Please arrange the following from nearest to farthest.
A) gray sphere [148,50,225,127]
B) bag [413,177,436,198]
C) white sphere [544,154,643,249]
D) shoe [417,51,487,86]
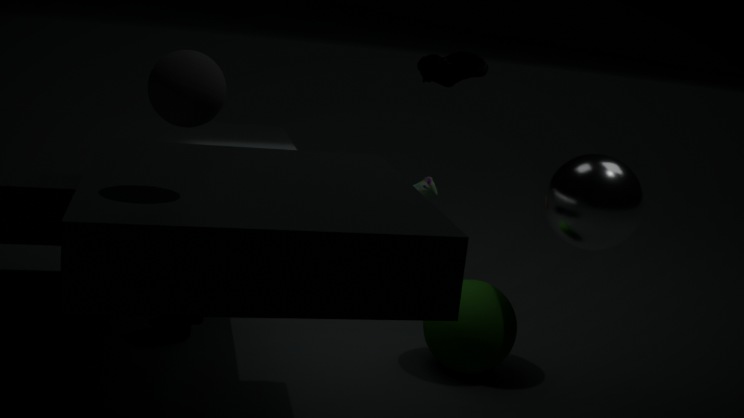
1. gray sphere [148,50,225,127]
2. white sphere [544,154,643,249]
3. shoe [417,51,487,86]
4. bag [413,177,436,198]
